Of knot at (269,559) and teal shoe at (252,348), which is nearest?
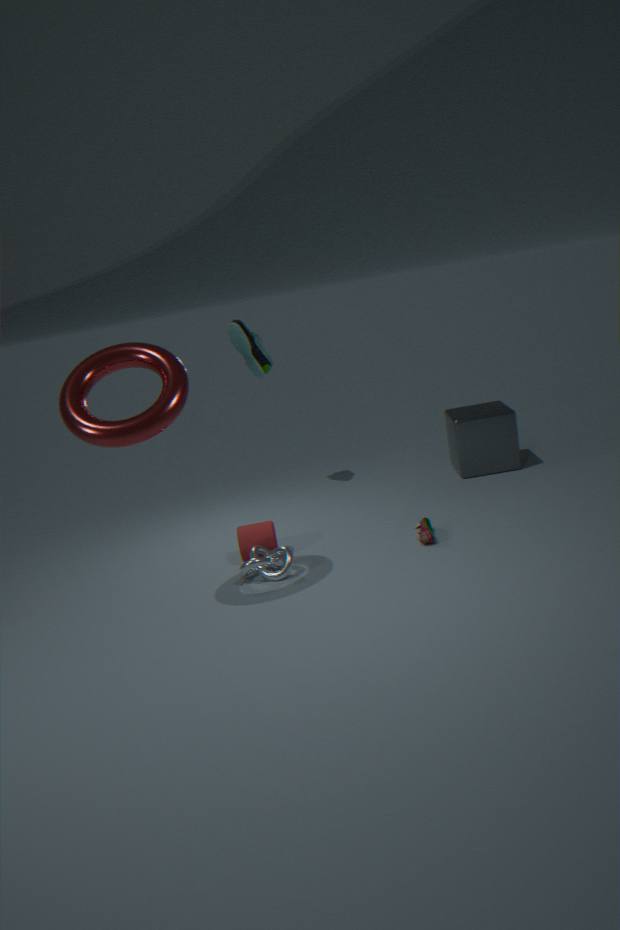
knot at (269,559)
